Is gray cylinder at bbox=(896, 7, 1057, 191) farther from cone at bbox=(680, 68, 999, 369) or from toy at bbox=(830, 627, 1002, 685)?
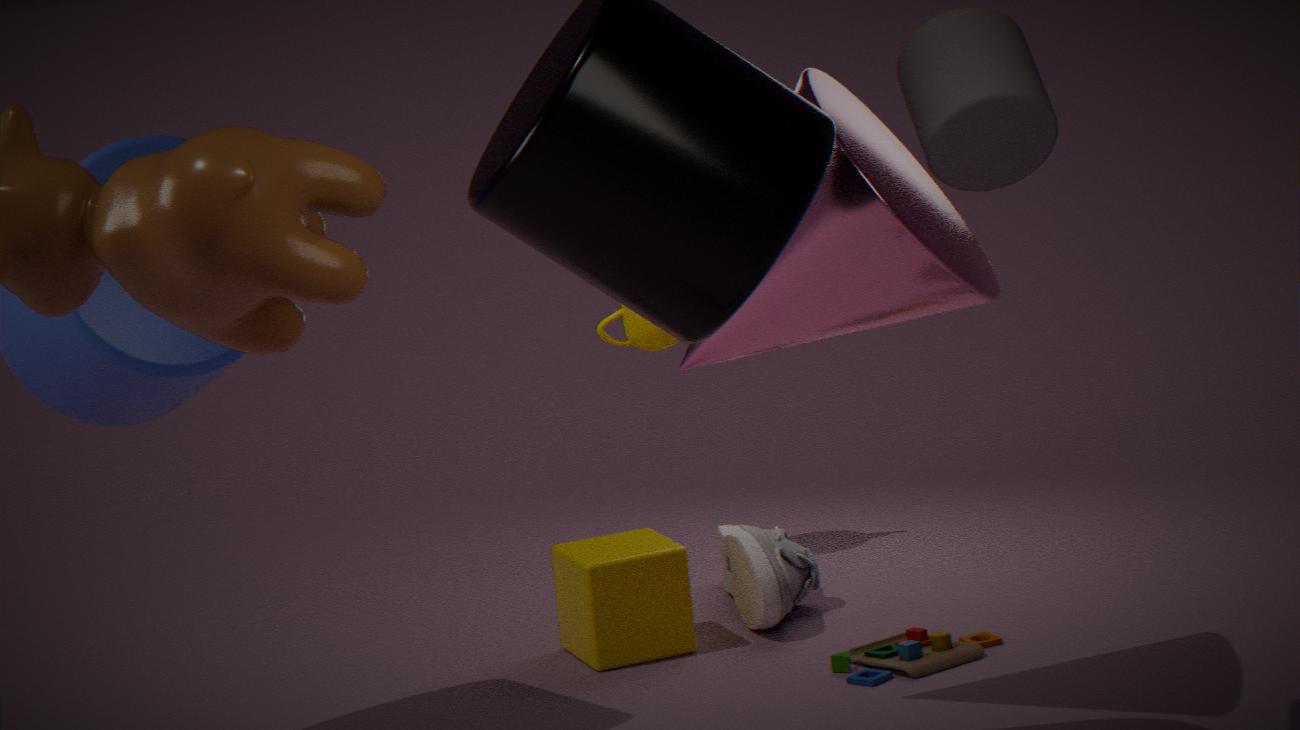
toy at bbox=(830, 627, 1002, 685)
